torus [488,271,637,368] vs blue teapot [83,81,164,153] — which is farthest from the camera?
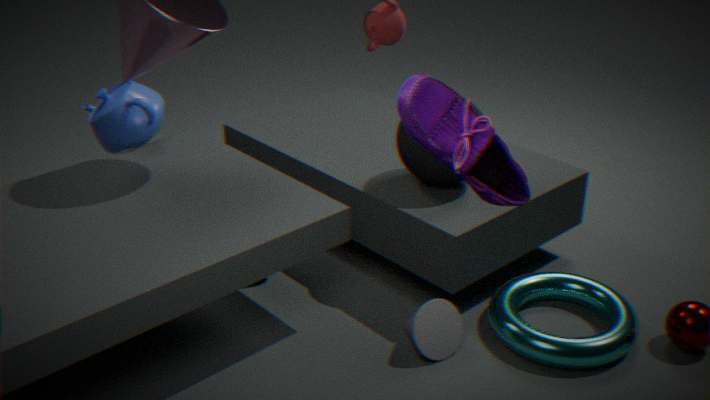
blue teapot [83,81,164,153]
